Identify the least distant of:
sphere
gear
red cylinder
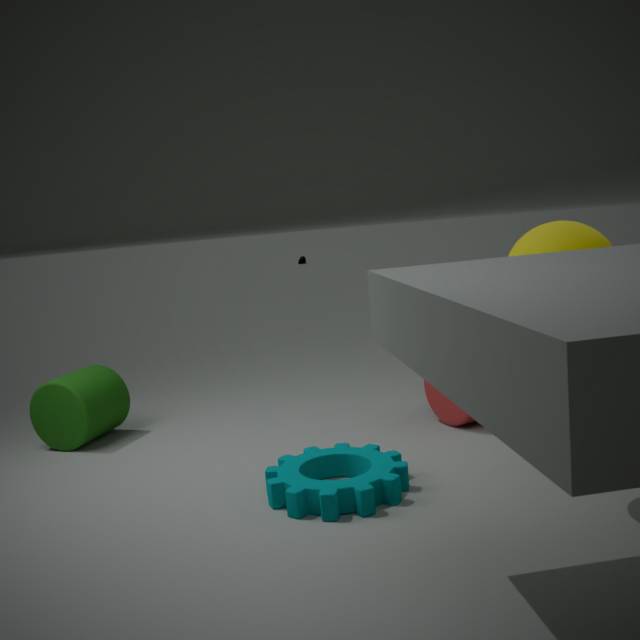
sphere
